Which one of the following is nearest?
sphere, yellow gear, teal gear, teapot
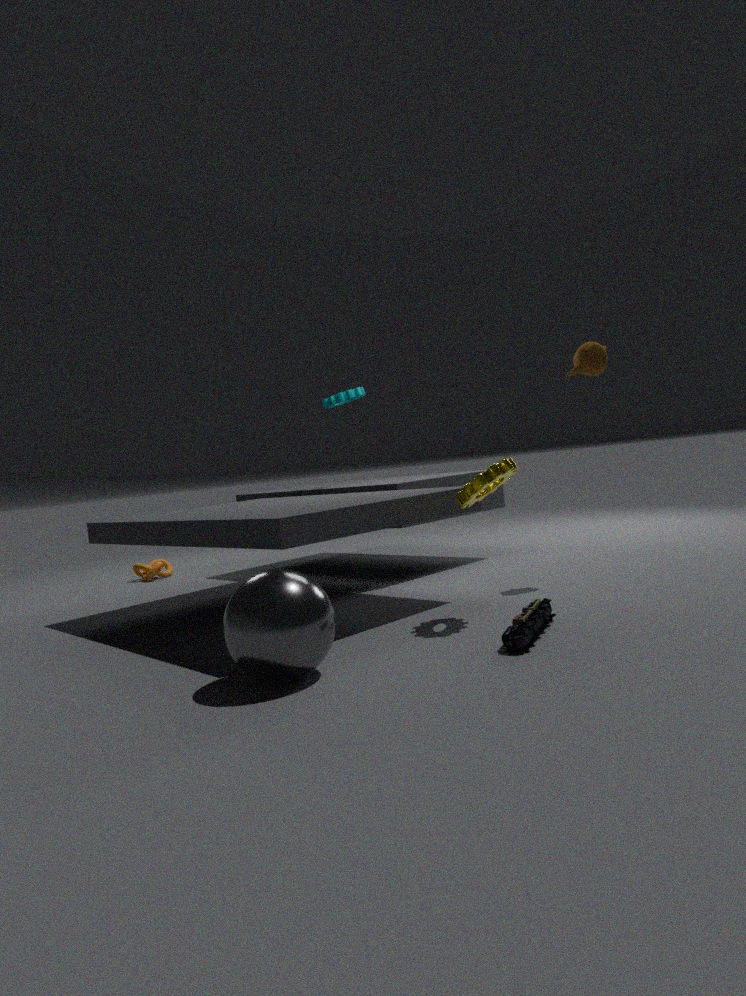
sphere
